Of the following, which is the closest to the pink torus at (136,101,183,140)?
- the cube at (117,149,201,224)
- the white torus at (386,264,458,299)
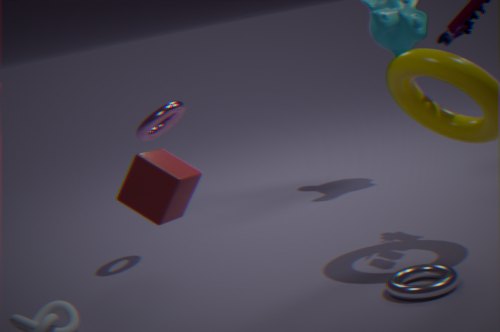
the cube at (117,149,201,224)
